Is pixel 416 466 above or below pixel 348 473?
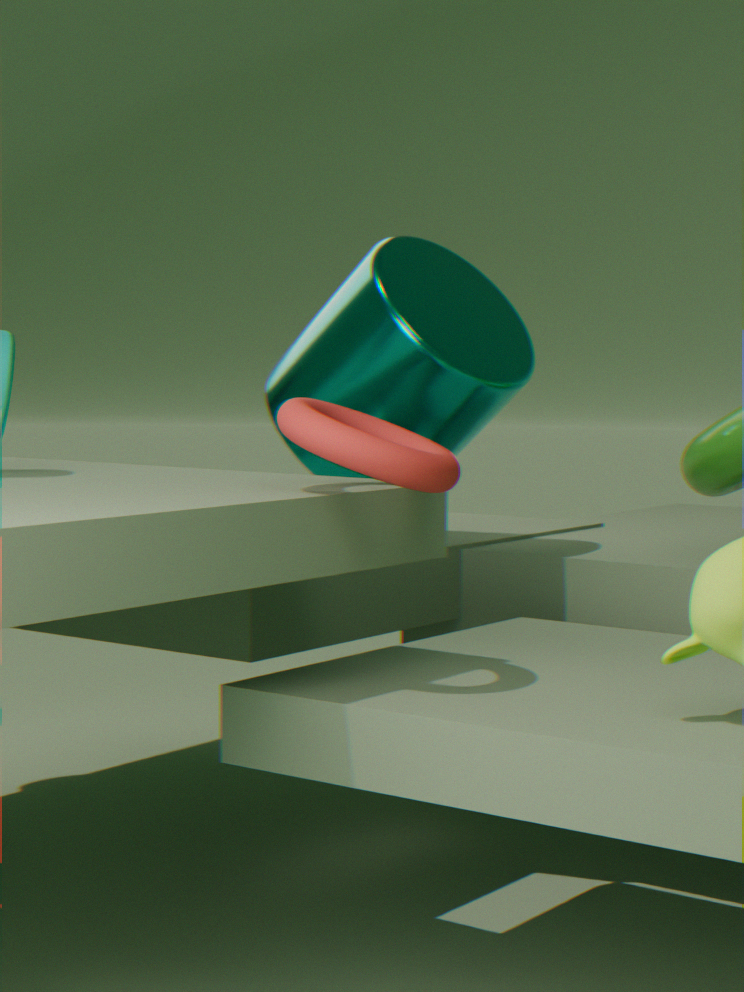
below
